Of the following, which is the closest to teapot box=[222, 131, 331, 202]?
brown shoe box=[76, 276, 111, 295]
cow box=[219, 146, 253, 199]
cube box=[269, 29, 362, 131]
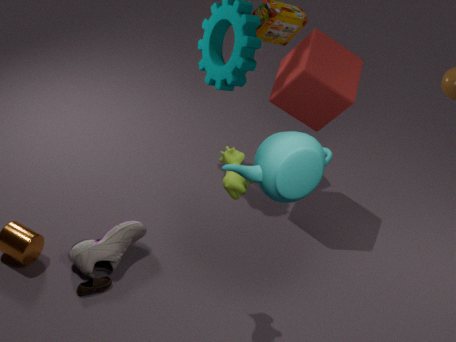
cow box=[219, 146, 253, 199]
